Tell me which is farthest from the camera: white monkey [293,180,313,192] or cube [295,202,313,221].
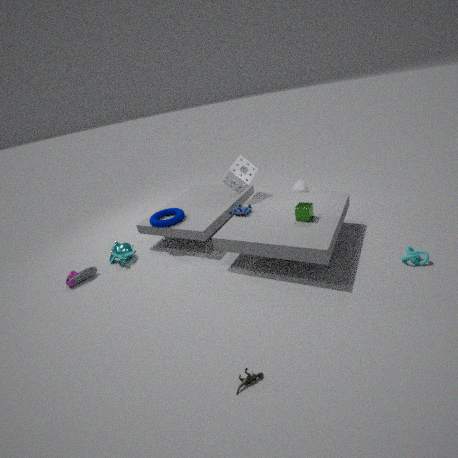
white monkey [293,180,313,192]
